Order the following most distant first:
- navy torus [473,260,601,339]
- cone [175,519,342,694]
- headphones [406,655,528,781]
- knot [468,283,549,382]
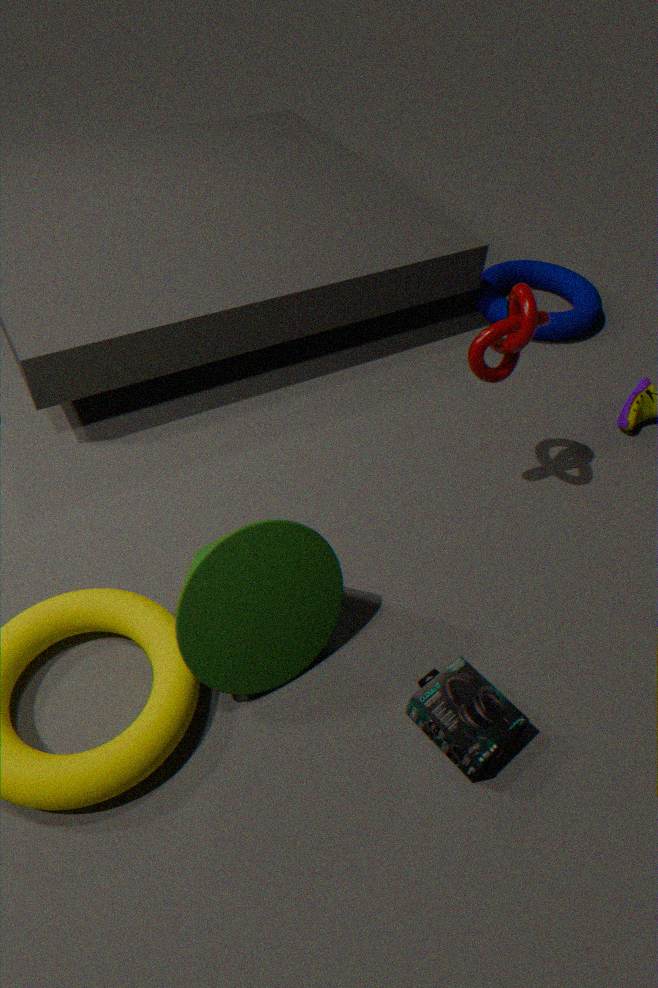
navy torus [473,260,601,339] → knot [468,283,549,382] → headphones [406,655,528,781] → cone [175,519,342,694]
